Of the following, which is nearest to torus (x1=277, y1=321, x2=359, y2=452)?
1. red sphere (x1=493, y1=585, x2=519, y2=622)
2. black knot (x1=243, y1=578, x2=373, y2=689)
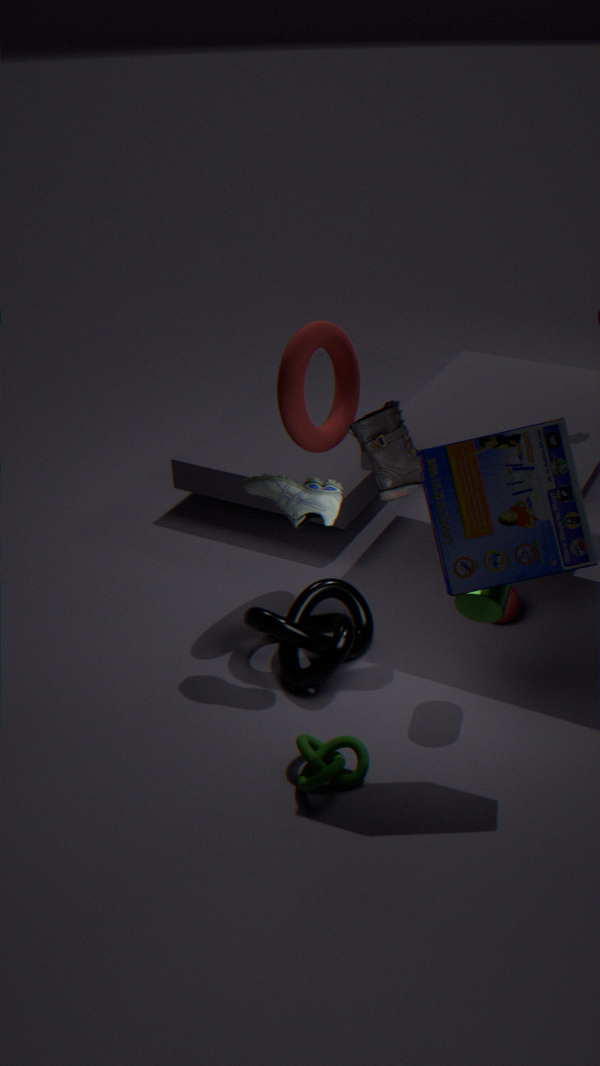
black knot (x1=243, y1=578, x2=373, y2=689)
